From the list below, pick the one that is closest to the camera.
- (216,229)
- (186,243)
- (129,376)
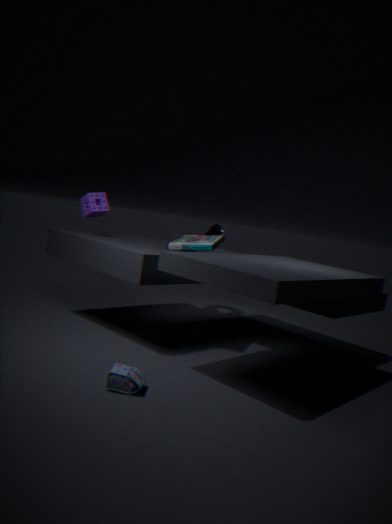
(129,376)
